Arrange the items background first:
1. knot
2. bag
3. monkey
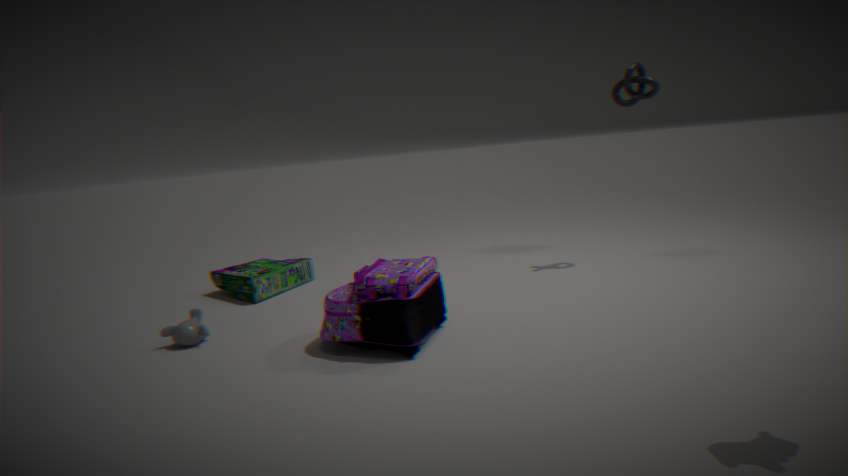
knot
monkey
bag
